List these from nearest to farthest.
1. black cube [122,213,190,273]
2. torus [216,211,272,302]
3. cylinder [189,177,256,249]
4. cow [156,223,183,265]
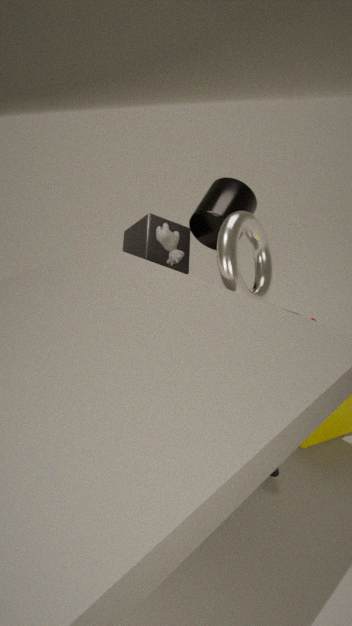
torus [216,211,272,302], cow [156,223,183,265], cylinder [189,177,256,249], black cube [122,213,190,273]
